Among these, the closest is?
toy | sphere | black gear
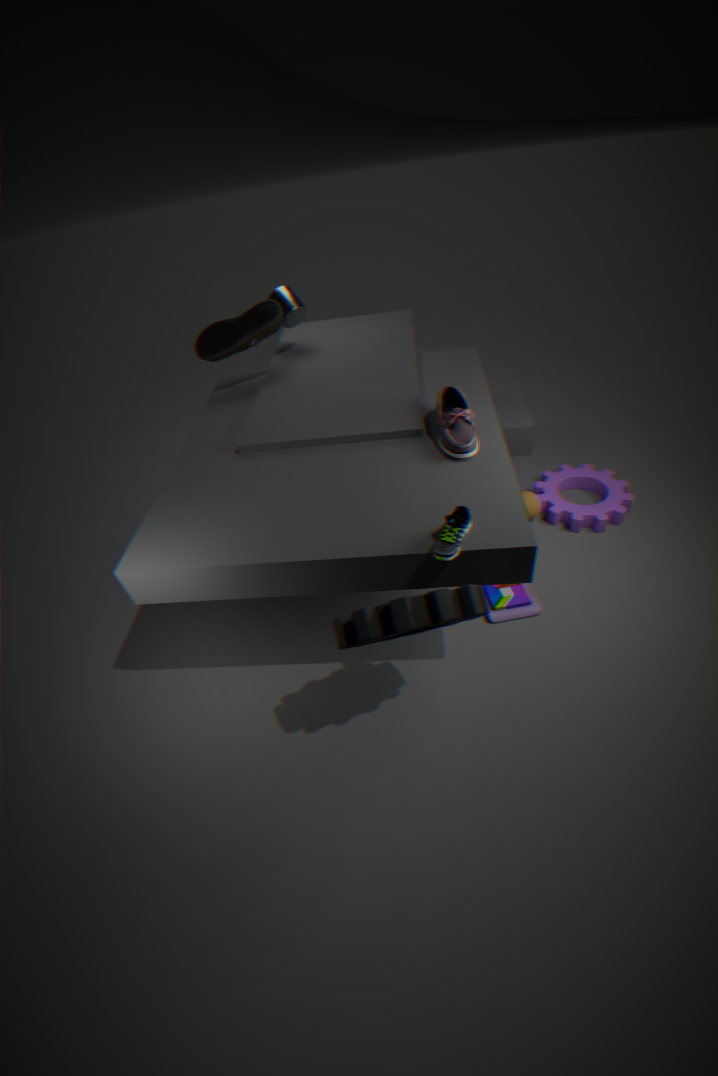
black gear
